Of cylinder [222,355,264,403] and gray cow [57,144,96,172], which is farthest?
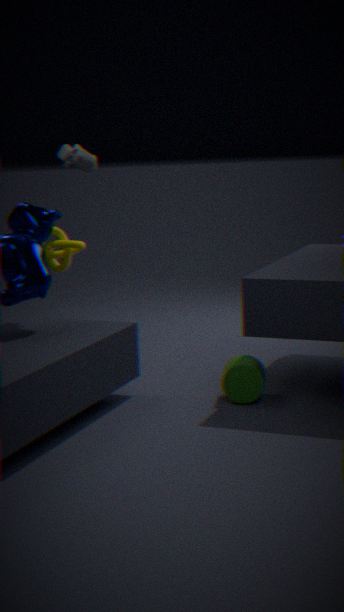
gray cow [57,144,96,172]
